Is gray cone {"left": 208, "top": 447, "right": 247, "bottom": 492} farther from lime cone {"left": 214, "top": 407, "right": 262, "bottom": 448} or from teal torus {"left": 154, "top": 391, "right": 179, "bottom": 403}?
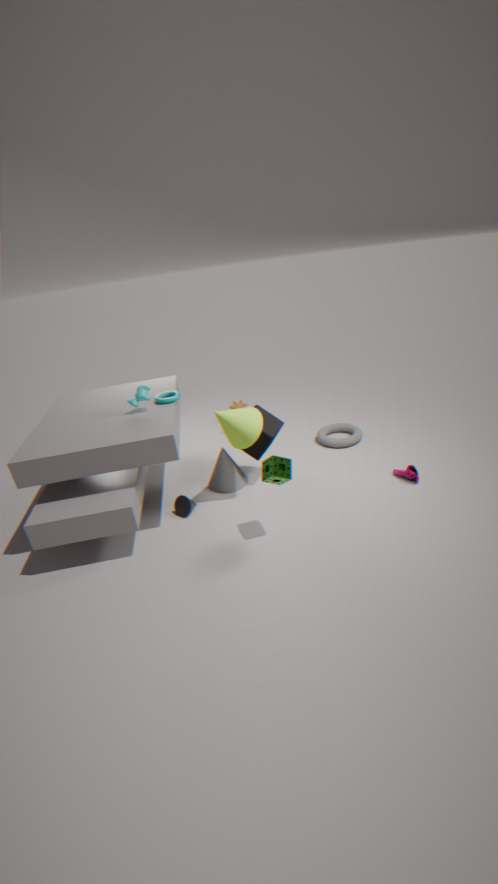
teal torus {"left": 154, "top": 391, "right": 179, "bottom": 403}
